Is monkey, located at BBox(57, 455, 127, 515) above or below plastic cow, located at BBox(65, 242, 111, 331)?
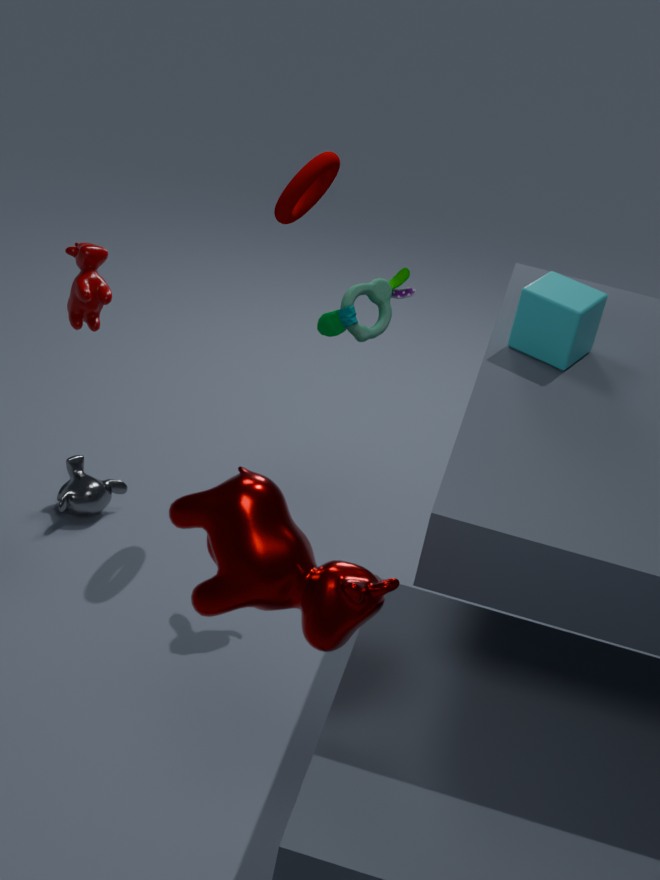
below
